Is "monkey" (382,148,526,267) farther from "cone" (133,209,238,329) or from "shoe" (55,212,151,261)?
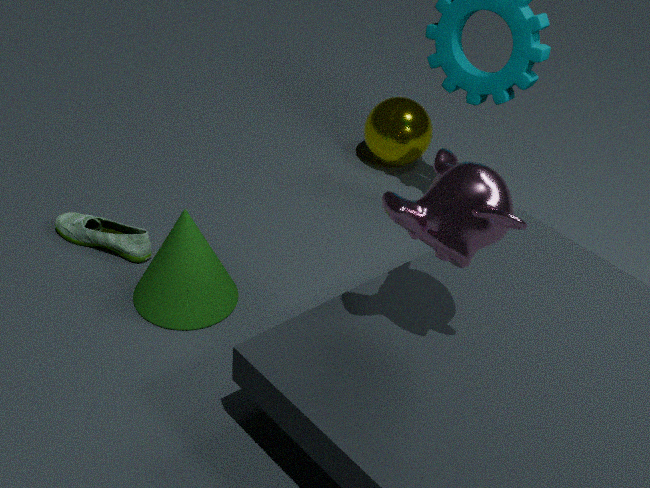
"shoe" (55,212,151,261)
